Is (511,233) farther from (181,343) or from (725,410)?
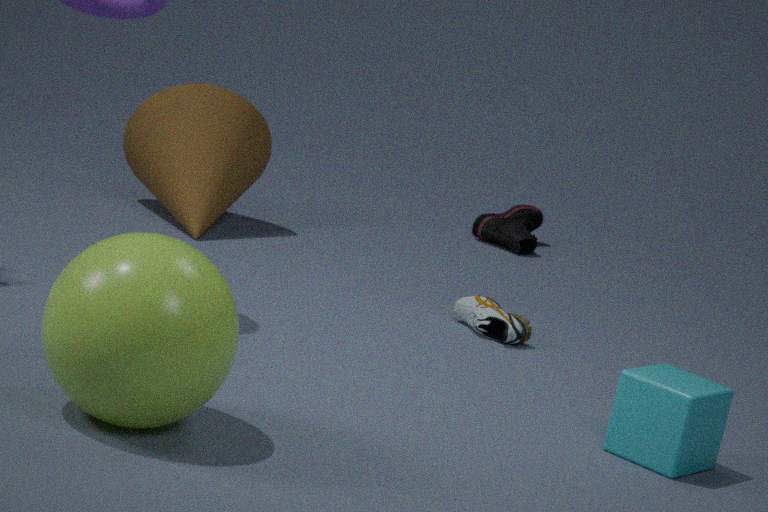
(181,343)
